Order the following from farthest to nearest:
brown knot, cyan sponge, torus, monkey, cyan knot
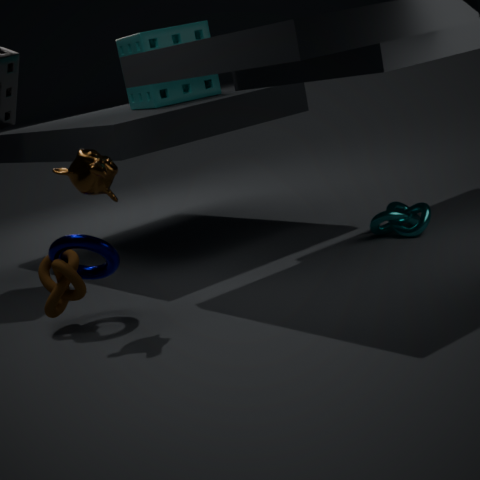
cyan sponge
cyan knot
torus
brown knot
monkey
